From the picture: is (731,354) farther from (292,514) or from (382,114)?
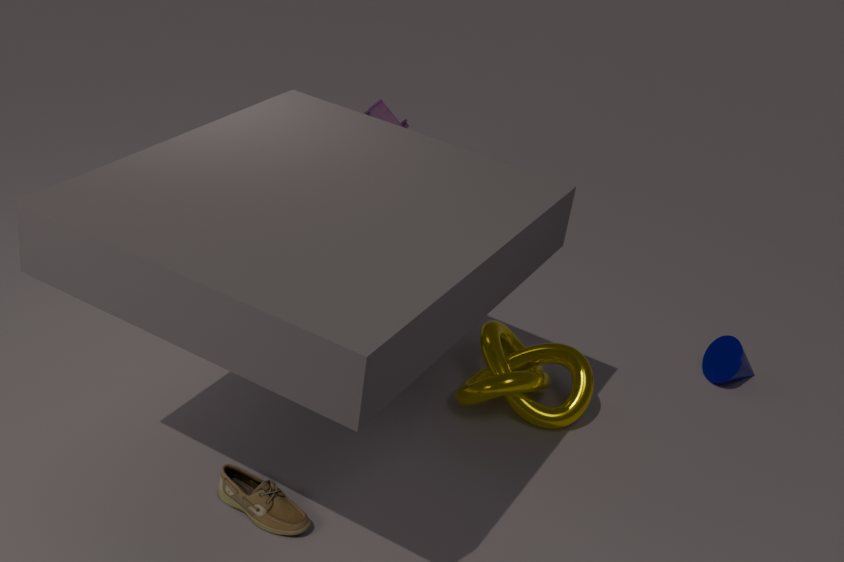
(292,514)
